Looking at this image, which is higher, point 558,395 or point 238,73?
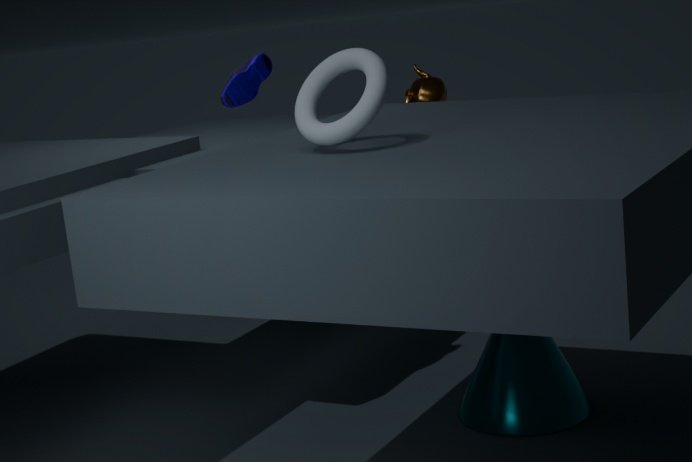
point 238,73
